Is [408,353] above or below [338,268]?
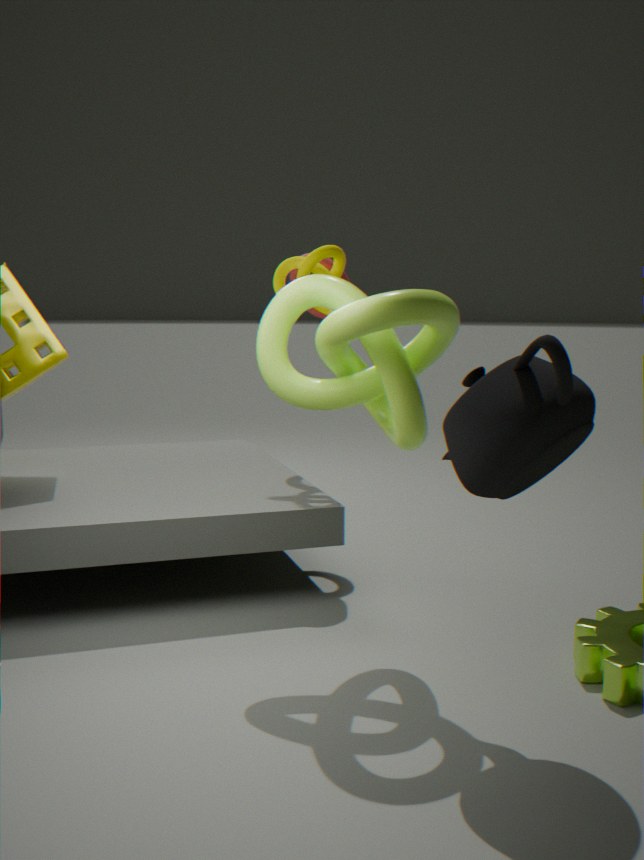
below
